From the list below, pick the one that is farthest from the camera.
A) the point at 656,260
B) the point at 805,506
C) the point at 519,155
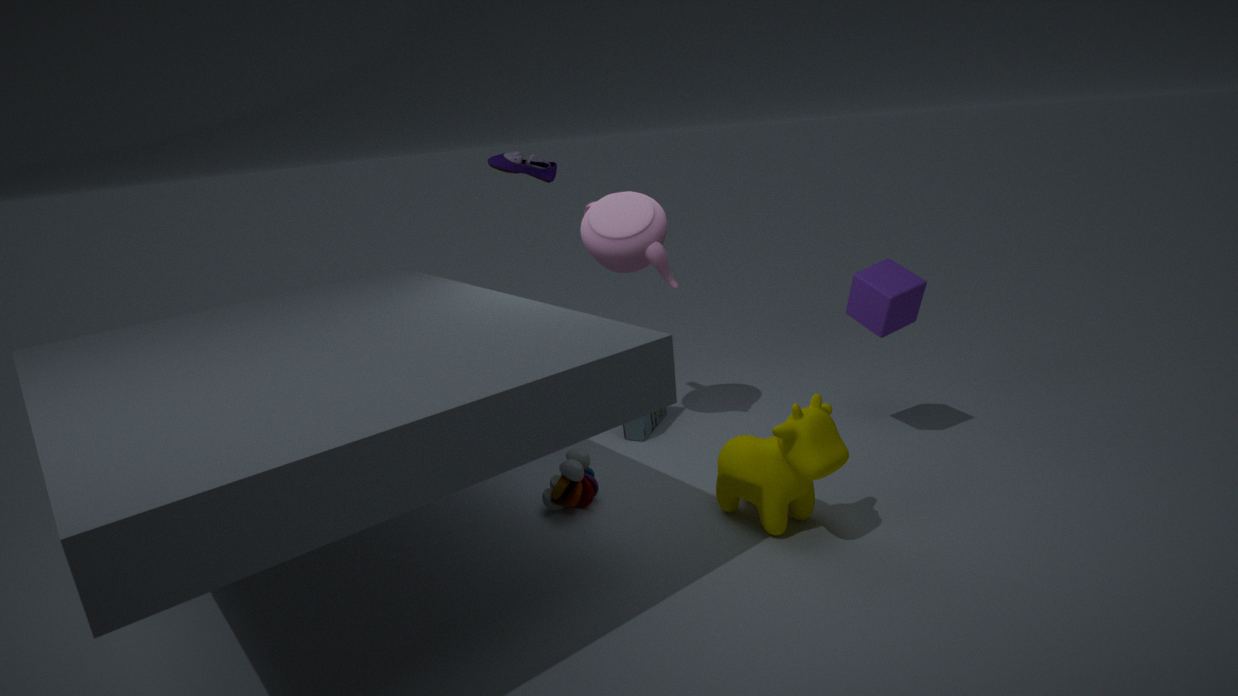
C. the point at 519,155
